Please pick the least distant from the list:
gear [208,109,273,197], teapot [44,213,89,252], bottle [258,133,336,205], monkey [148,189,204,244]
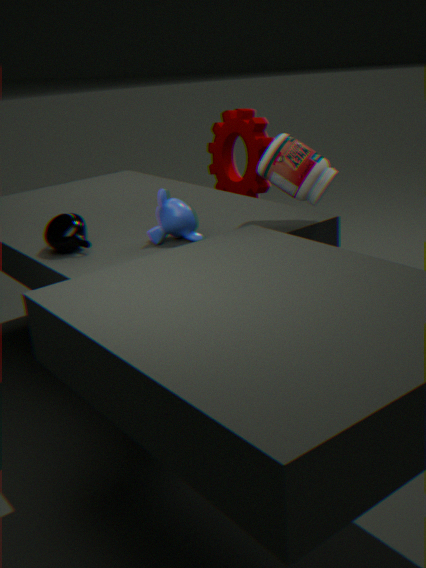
teapot [44,213,89,252]
